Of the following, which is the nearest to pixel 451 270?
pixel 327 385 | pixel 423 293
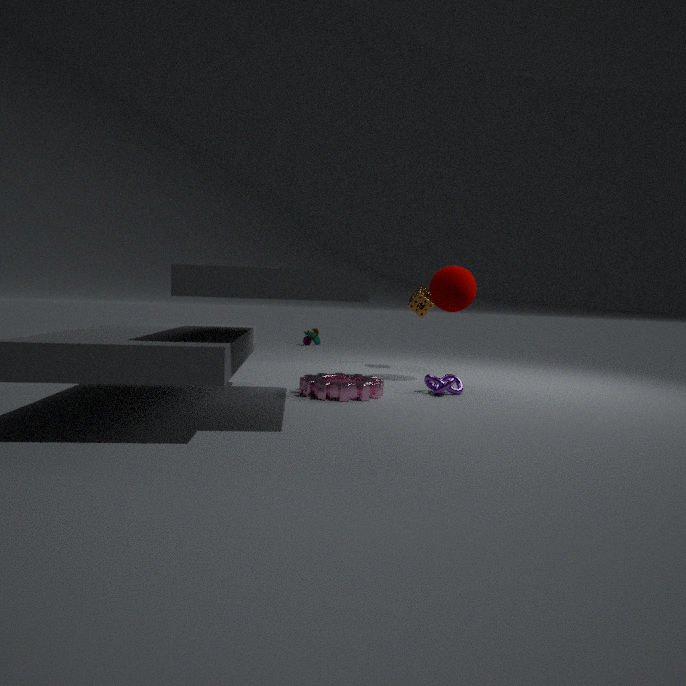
pixel 423 293
